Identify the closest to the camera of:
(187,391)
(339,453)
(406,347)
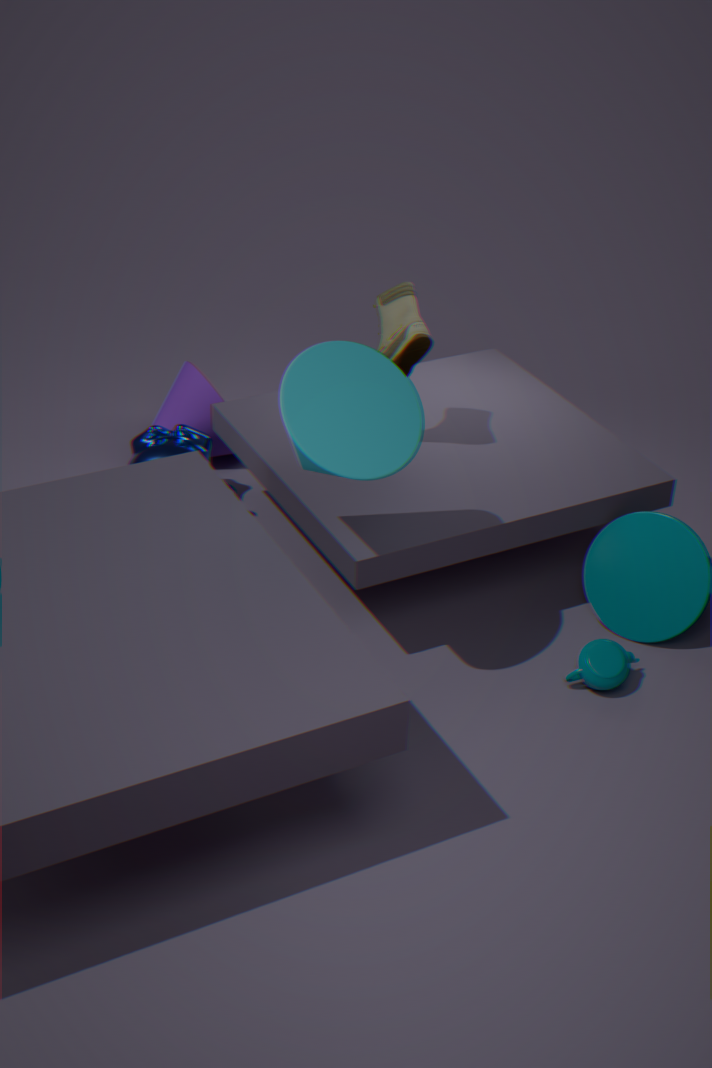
(339,453)
